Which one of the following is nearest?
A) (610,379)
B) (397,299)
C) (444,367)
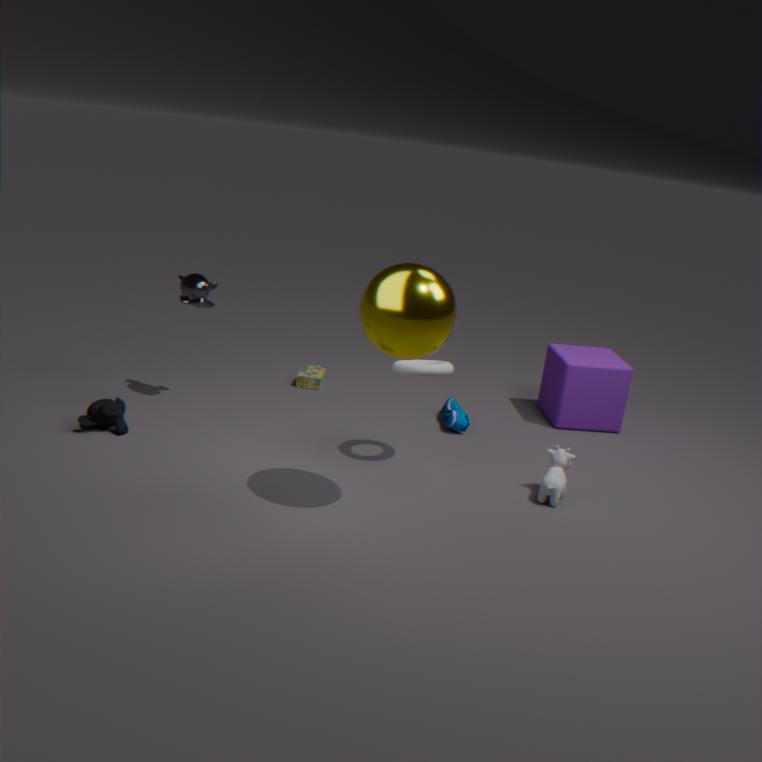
(397,299)
